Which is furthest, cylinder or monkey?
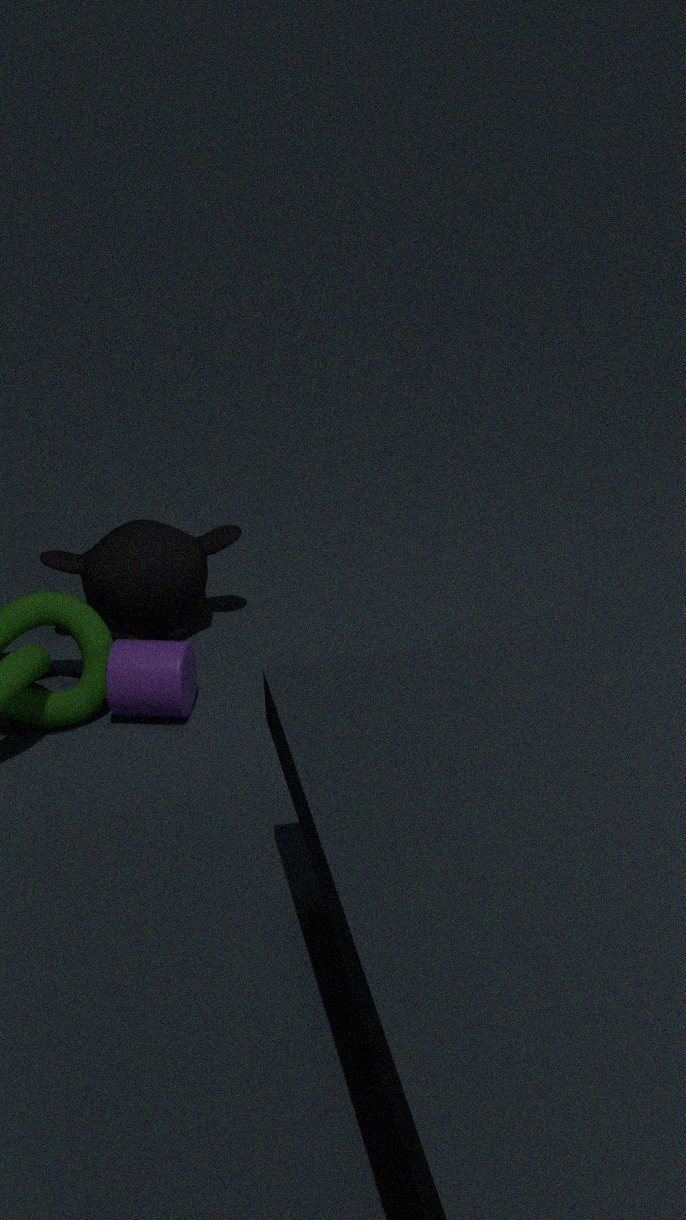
monkey
